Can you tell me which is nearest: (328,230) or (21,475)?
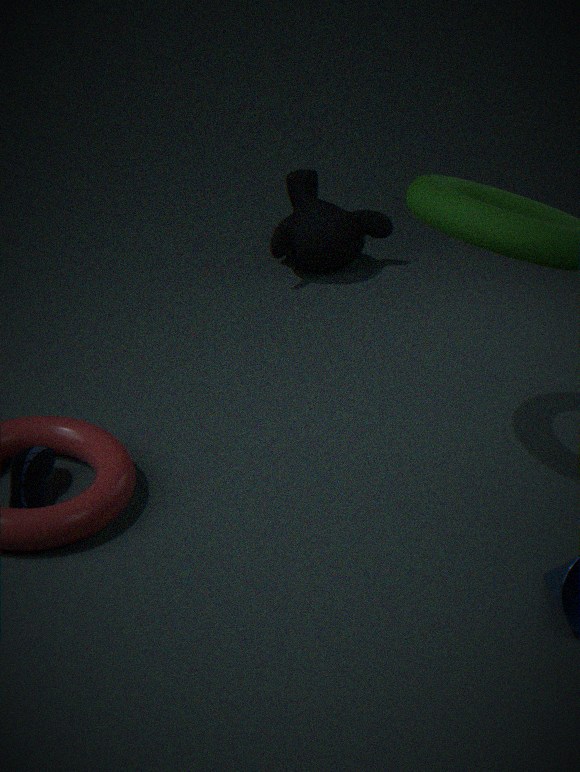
(21,475)
